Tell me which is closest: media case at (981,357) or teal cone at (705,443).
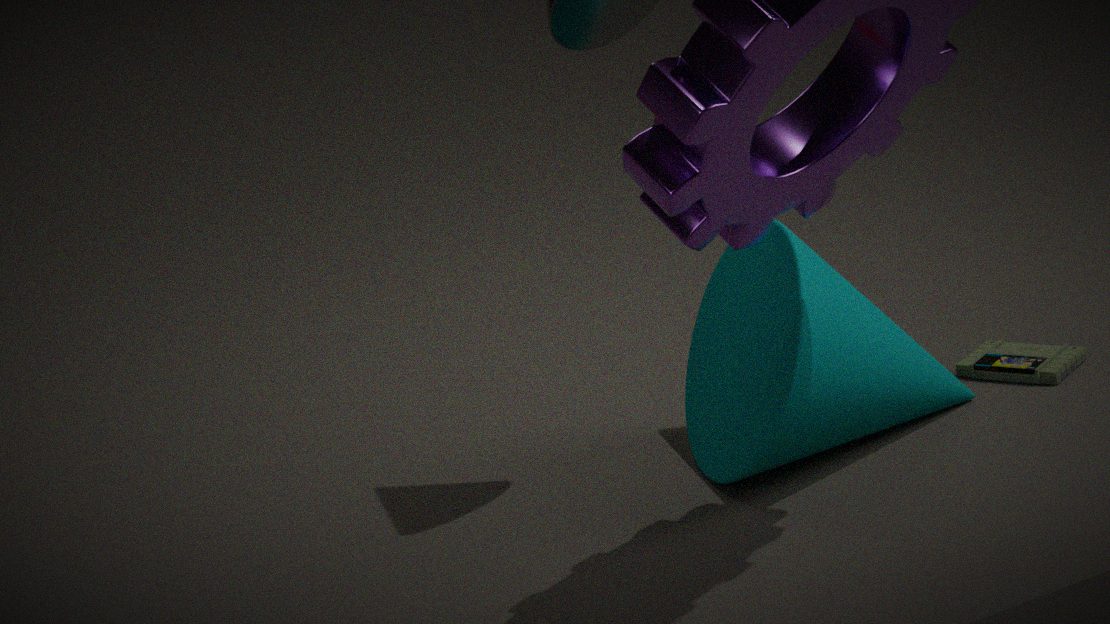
teal cone at (705,443)
